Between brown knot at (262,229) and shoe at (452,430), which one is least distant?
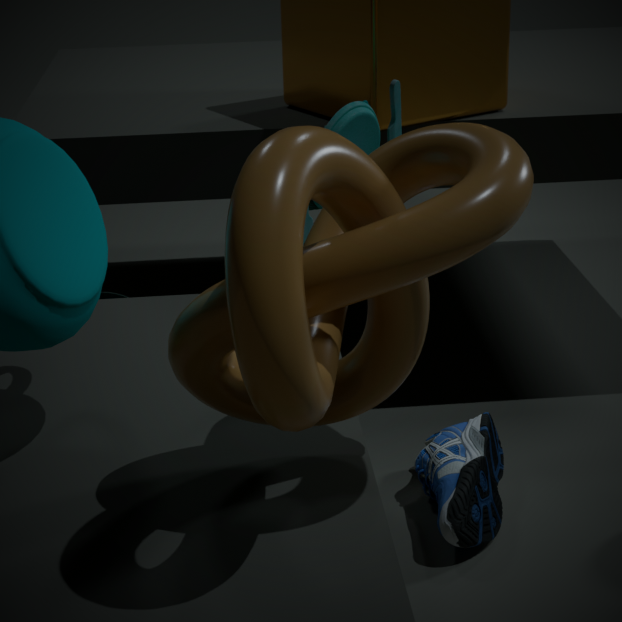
brown knot at (262,229)
